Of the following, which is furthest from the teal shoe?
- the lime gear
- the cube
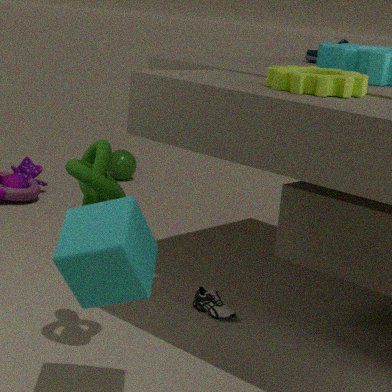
the cube
